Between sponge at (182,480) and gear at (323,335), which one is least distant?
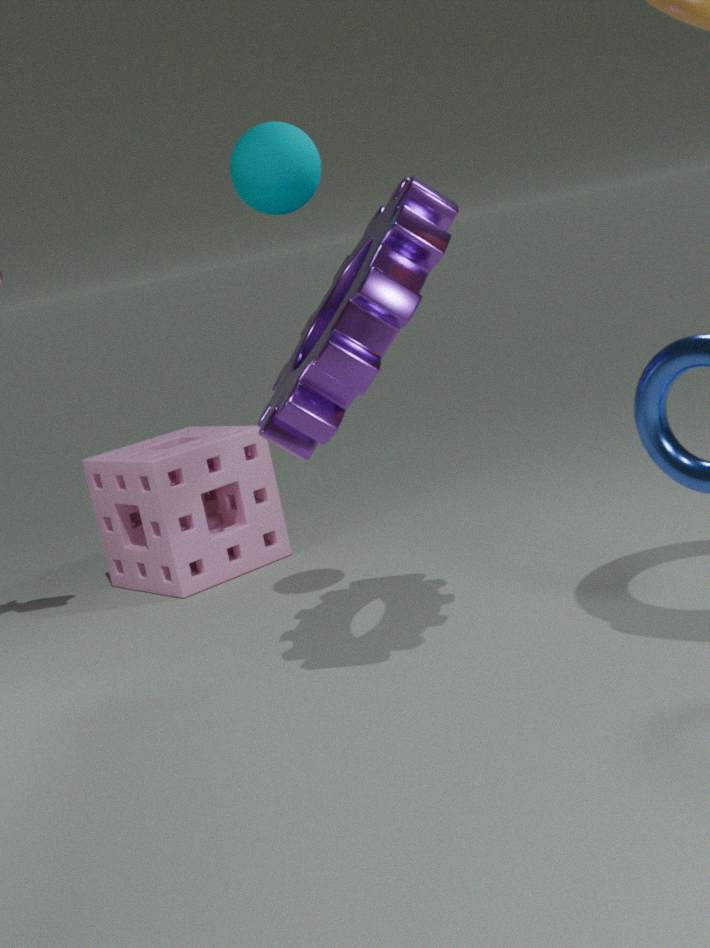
gear at (323,335)
